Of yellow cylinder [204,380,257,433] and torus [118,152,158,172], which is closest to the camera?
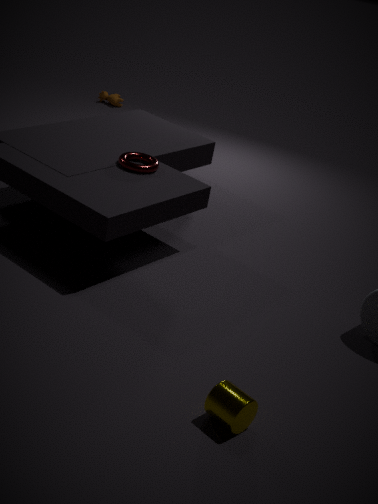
yellow cylinder [204,380,257,433]
